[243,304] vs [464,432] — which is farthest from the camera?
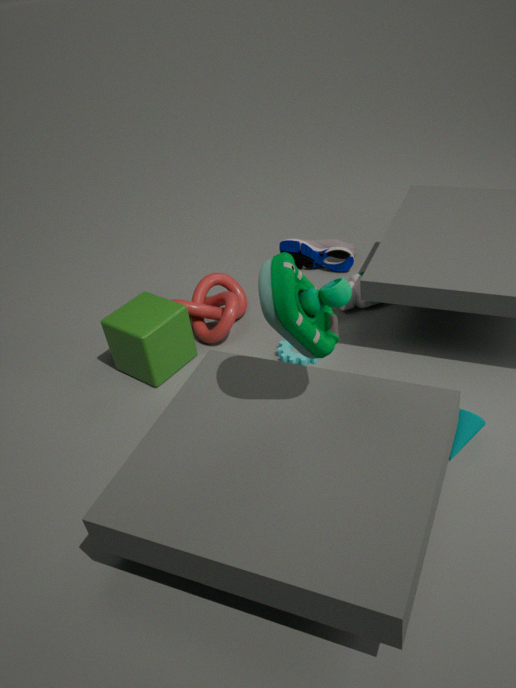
[243,304]
